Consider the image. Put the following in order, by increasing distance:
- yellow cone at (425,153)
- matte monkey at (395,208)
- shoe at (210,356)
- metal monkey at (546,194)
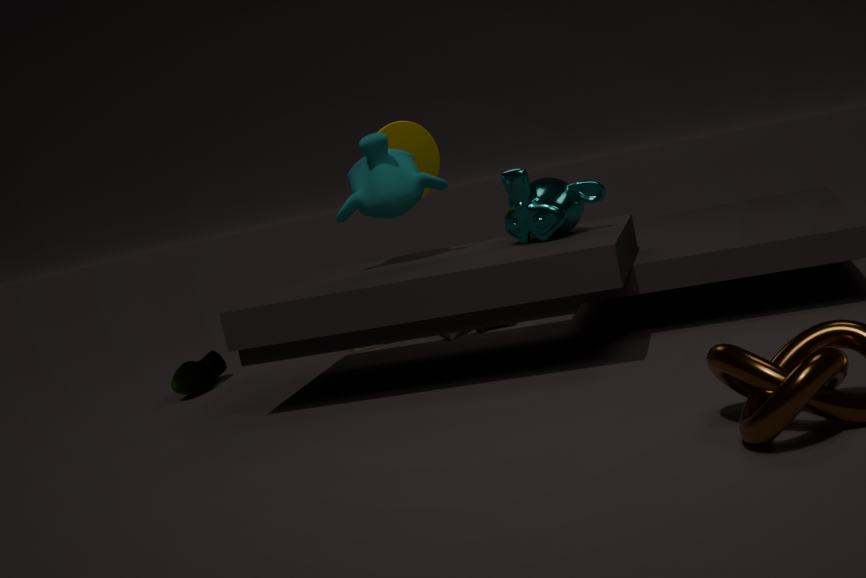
metal monkey at (546,194), matte monkey at (395,208), shoe at (210,356), yellow cone at (425,153)
